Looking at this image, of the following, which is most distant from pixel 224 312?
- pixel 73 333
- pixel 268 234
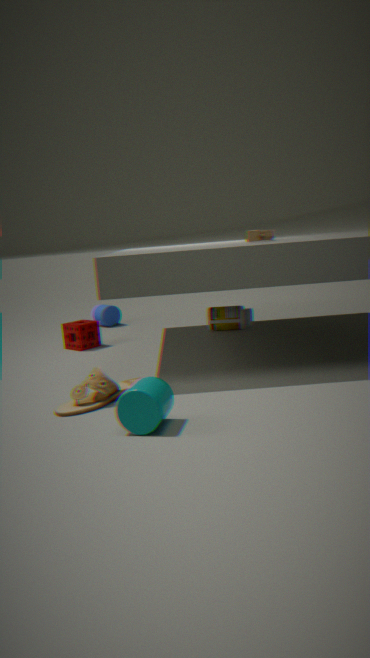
pixel 73 333
